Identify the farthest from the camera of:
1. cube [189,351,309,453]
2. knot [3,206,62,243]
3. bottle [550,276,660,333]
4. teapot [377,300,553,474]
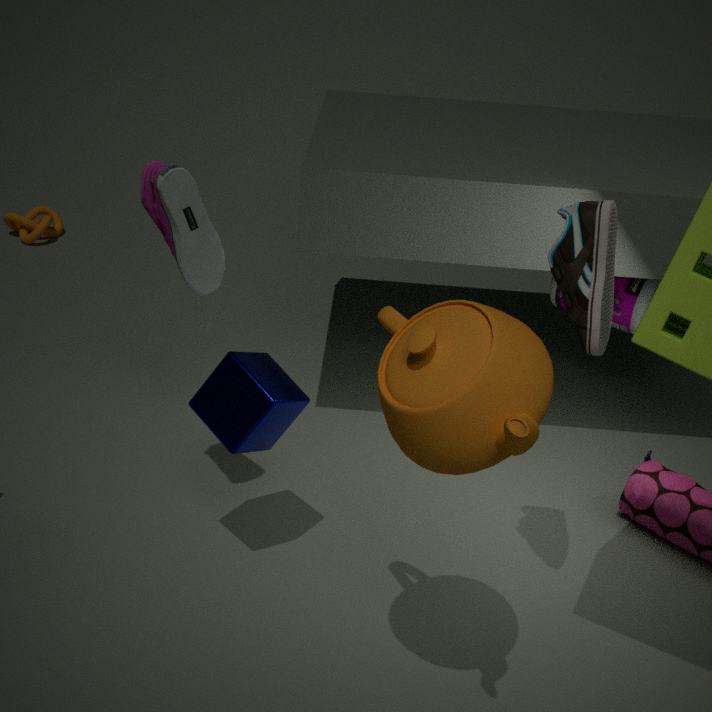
knot [3,206,62,243]
